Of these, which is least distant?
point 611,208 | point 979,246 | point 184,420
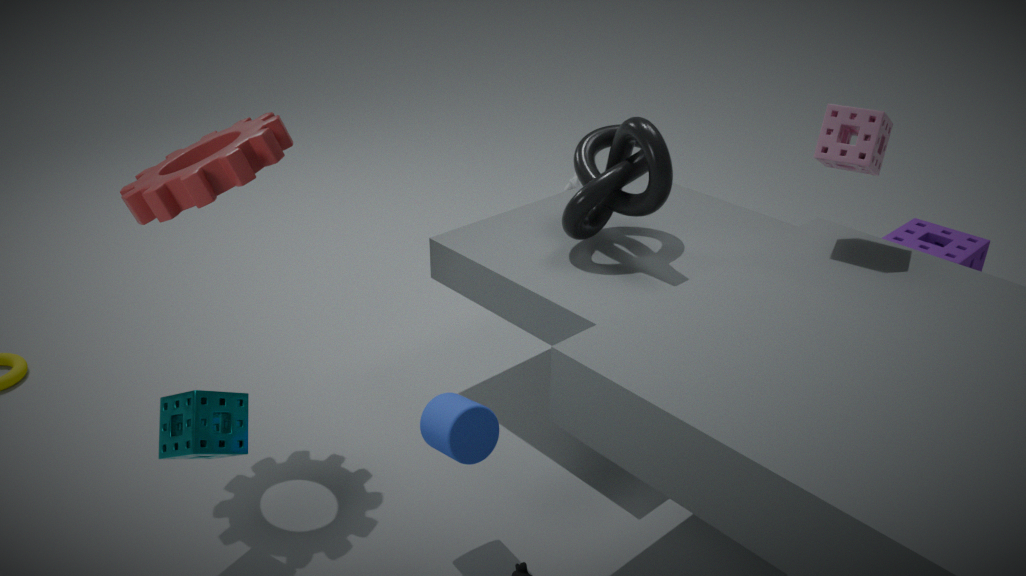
point 184,420
